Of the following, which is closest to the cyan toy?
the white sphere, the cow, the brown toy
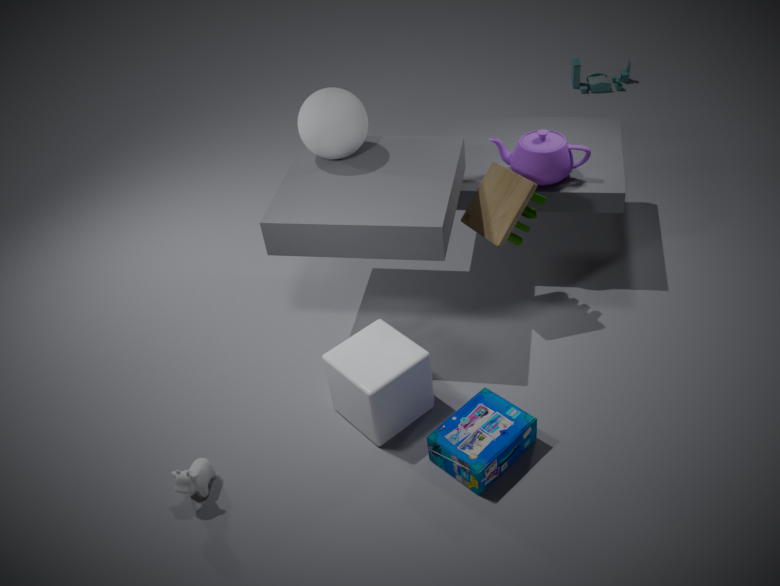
the brown toy
